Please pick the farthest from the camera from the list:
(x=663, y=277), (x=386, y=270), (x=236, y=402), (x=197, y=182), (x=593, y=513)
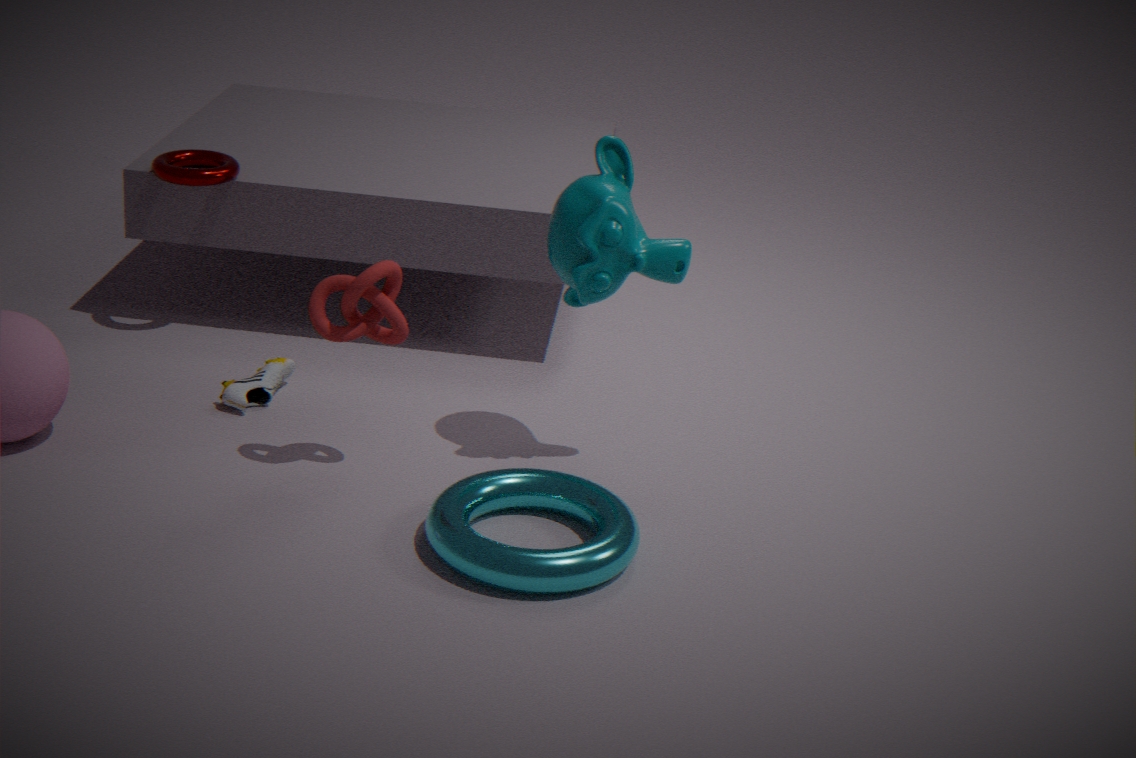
(x=197, y=182)
